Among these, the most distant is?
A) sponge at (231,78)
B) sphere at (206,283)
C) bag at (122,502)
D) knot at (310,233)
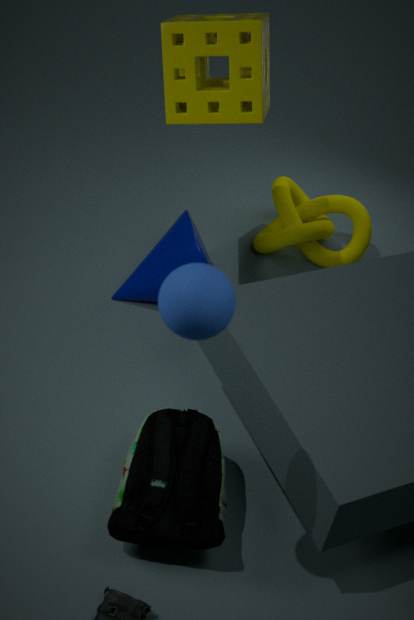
knot at (310,233)
